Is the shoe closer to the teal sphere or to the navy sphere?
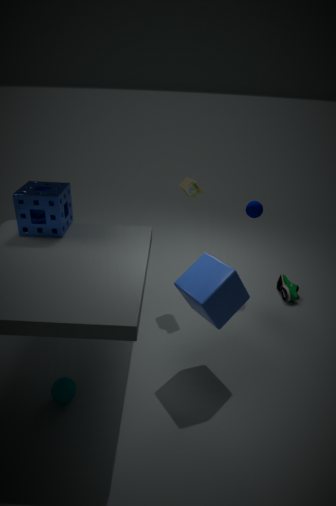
the navy sphere
